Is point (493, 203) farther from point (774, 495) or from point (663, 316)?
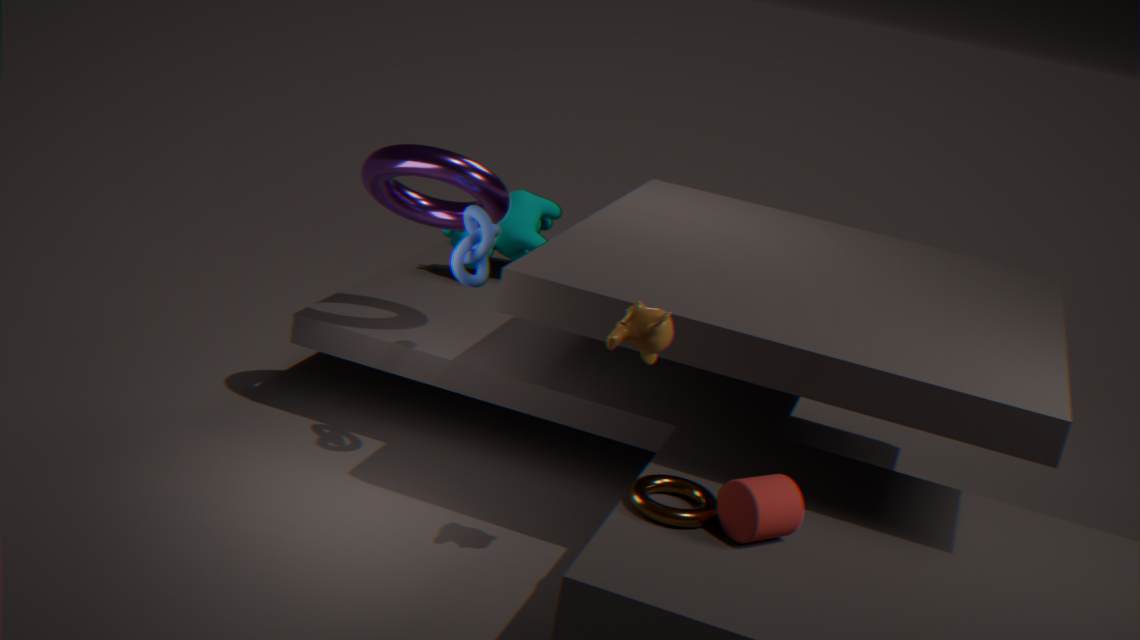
point (774, 495)
